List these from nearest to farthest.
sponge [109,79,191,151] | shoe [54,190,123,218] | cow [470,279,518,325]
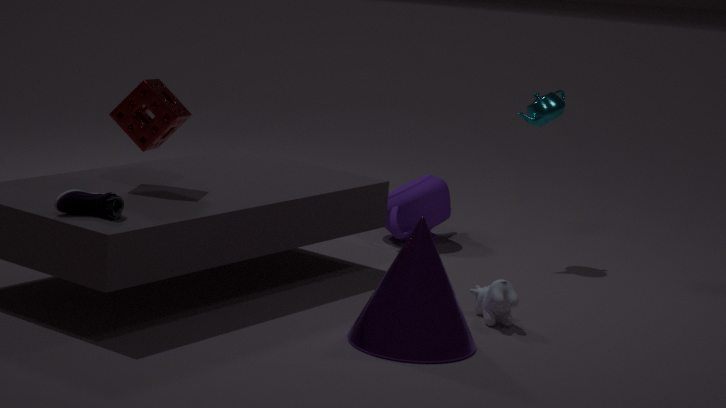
1. shoe [54,190,123,218]
2. cow [470,279,518,325]
3. sponge [109,79,191,151]
